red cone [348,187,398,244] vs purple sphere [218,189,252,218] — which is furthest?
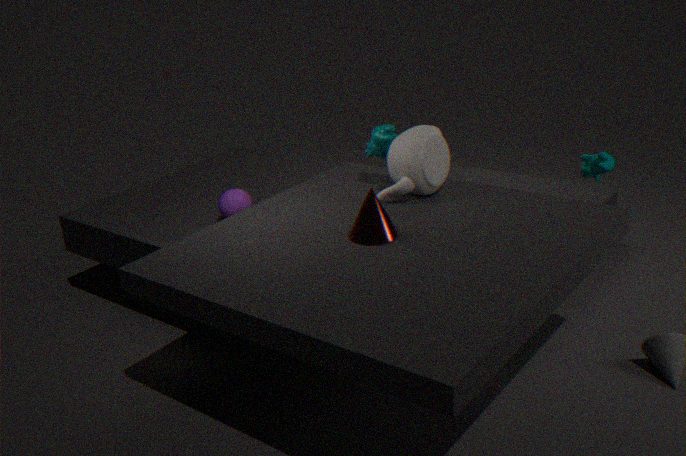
purple sphere [218,189,252,218]
